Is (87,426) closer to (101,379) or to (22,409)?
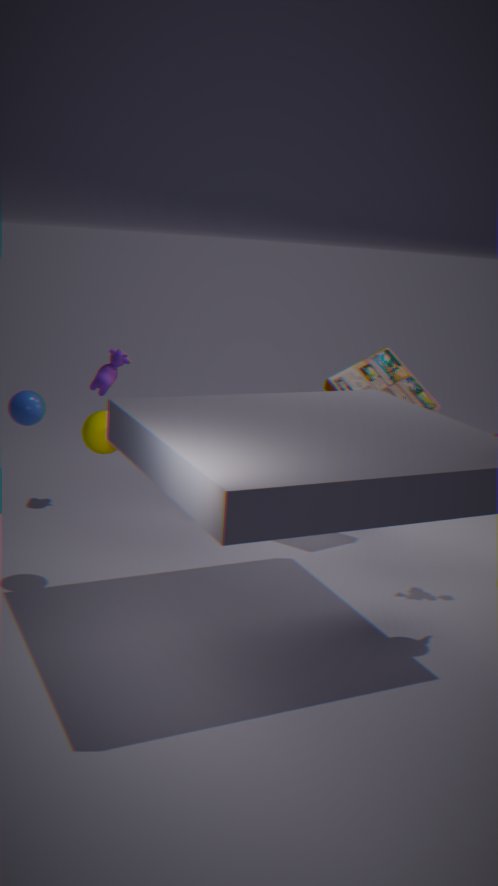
(22,409)
